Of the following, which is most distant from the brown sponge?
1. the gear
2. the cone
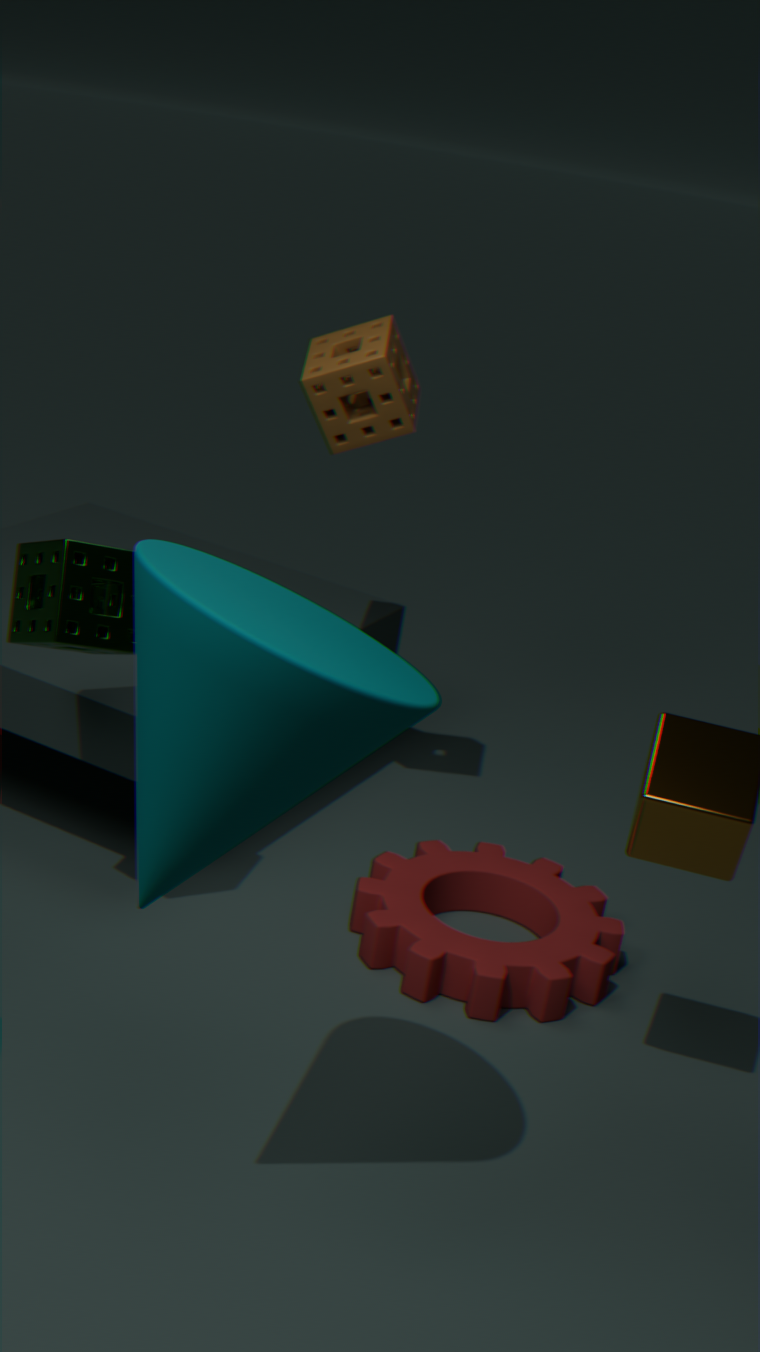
the cone
